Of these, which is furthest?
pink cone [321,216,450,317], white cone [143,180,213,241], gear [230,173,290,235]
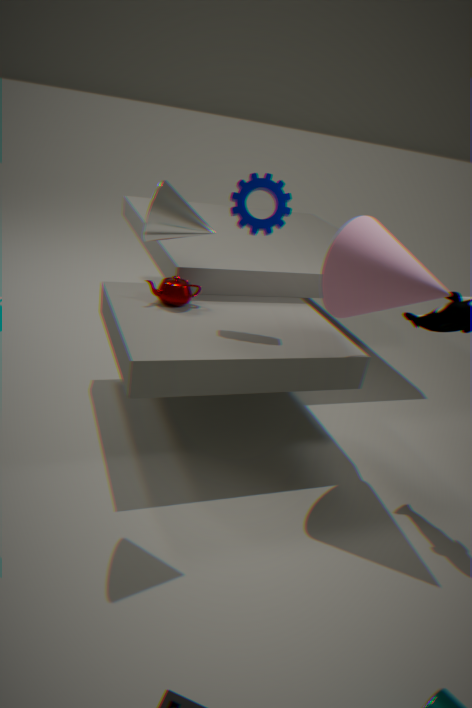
gear [230,173,290,235]
